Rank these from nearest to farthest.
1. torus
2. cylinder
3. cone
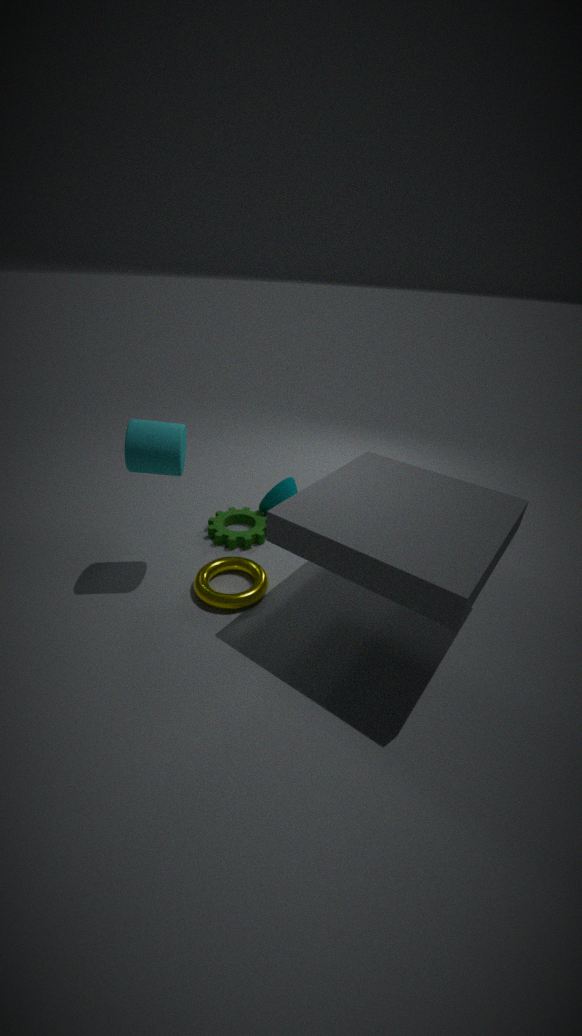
cylinder < torus < cone
